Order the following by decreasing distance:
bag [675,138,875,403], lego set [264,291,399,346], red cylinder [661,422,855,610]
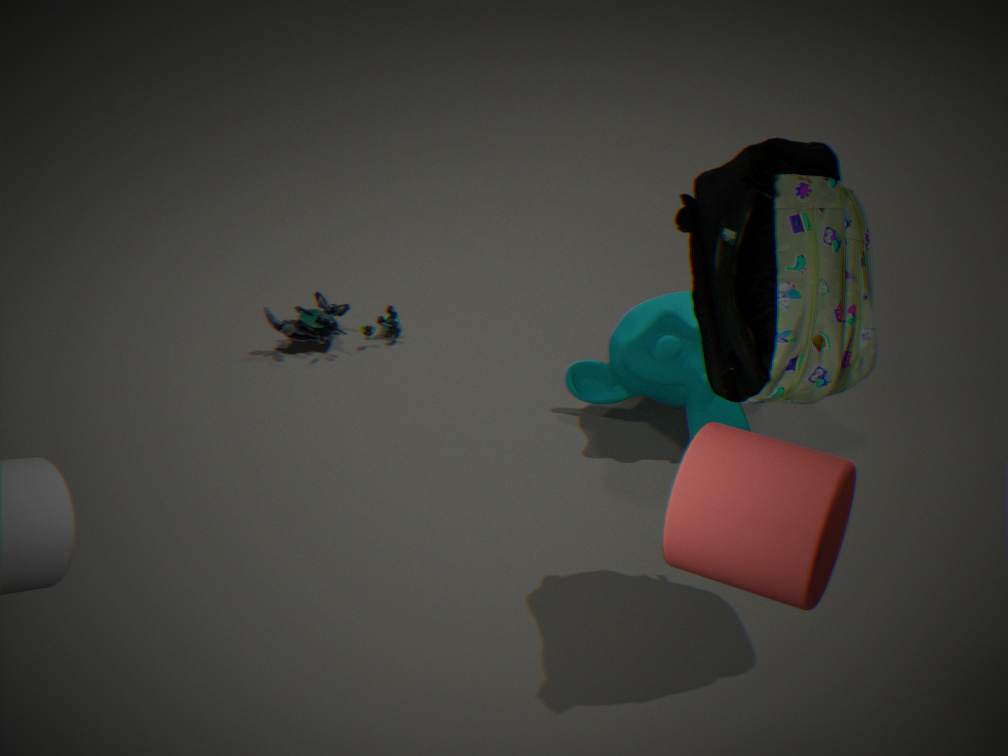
lego set [264,291,399,346], bag [675,138,875,403], red cylinder [661,422,855,610]
